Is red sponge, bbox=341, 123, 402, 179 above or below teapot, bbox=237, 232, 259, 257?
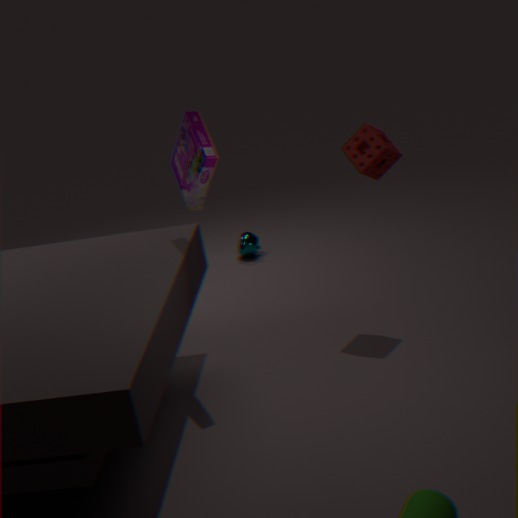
above
